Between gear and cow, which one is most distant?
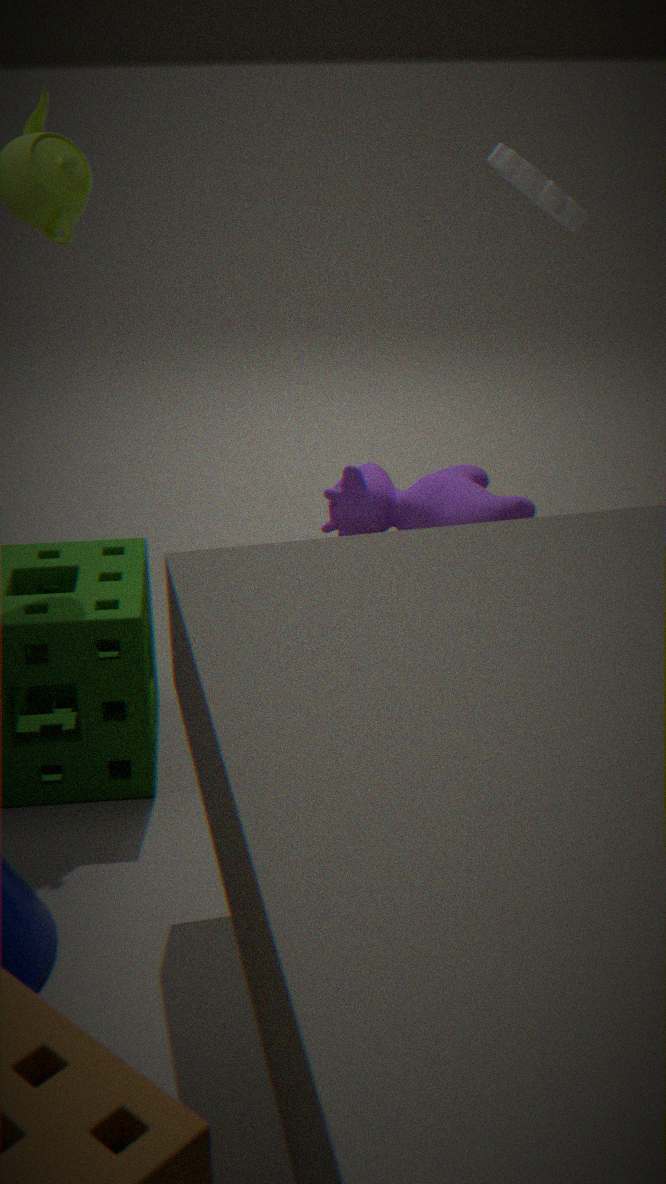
cow
